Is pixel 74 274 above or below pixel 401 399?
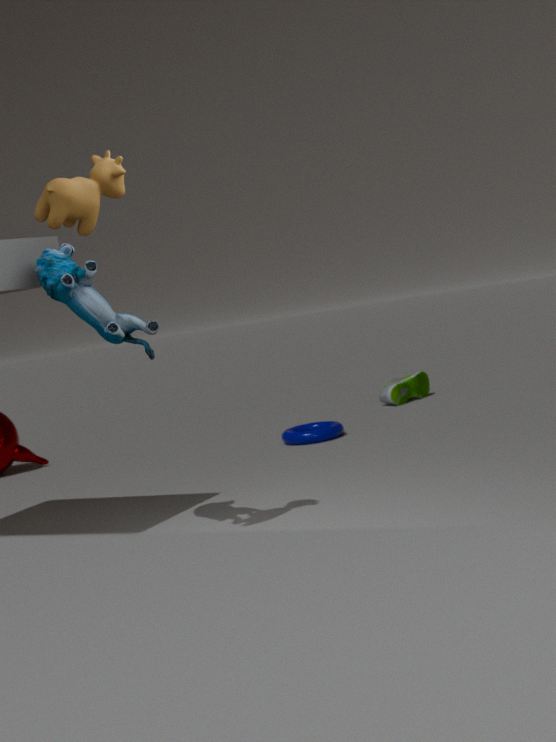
above
